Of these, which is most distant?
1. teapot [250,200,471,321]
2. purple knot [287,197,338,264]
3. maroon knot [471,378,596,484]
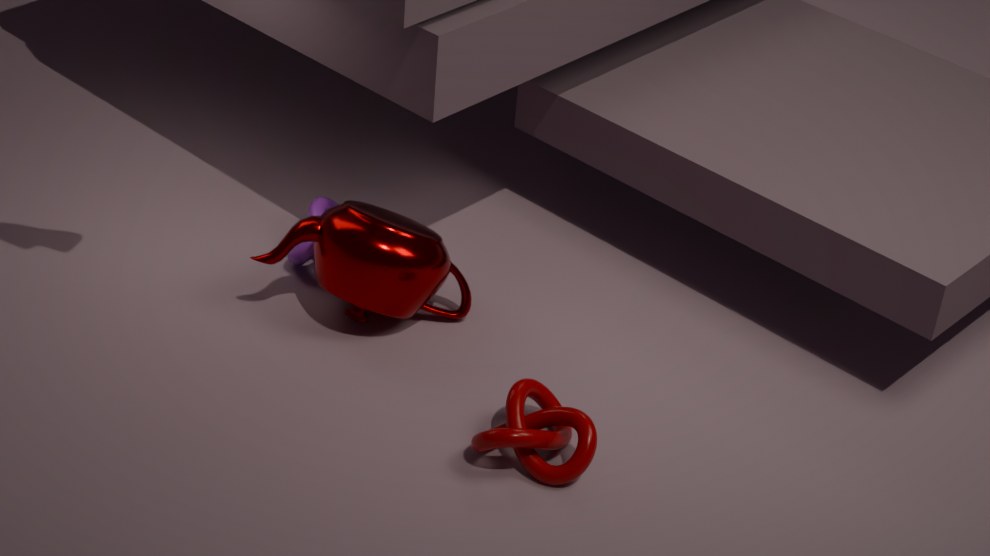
purple knot [287,197,338,264]
